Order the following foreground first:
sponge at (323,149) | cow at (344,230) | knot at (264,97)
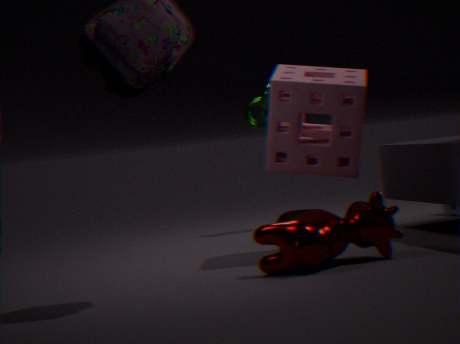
cow at (344,230)
sponge at (323,149)
knot at (264,97)
